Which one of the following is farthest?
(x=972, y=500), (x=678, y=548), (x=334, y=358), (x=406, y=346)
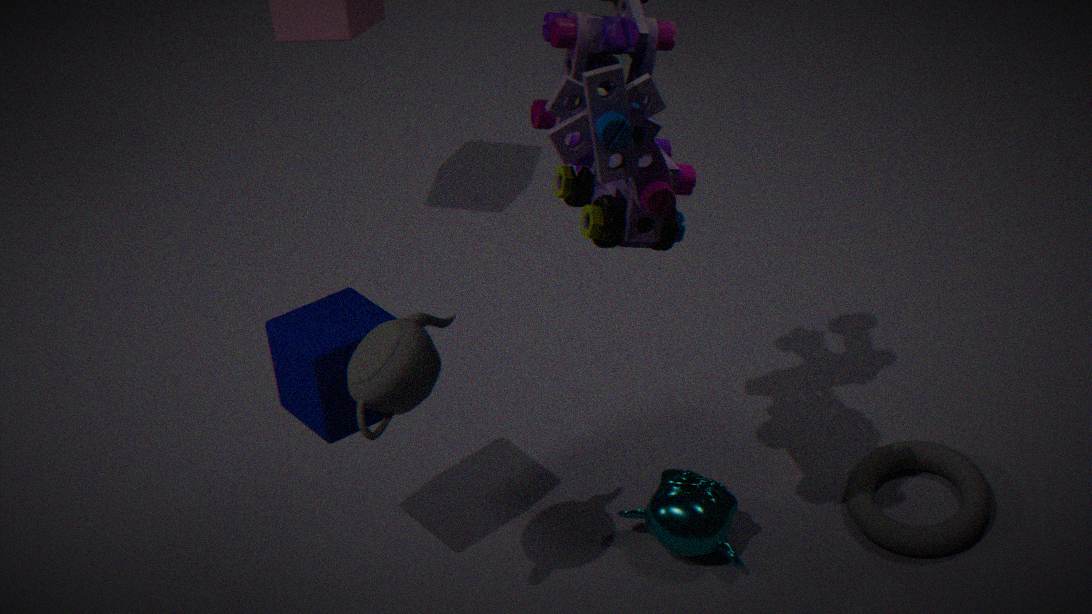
(x=972, y=500)
